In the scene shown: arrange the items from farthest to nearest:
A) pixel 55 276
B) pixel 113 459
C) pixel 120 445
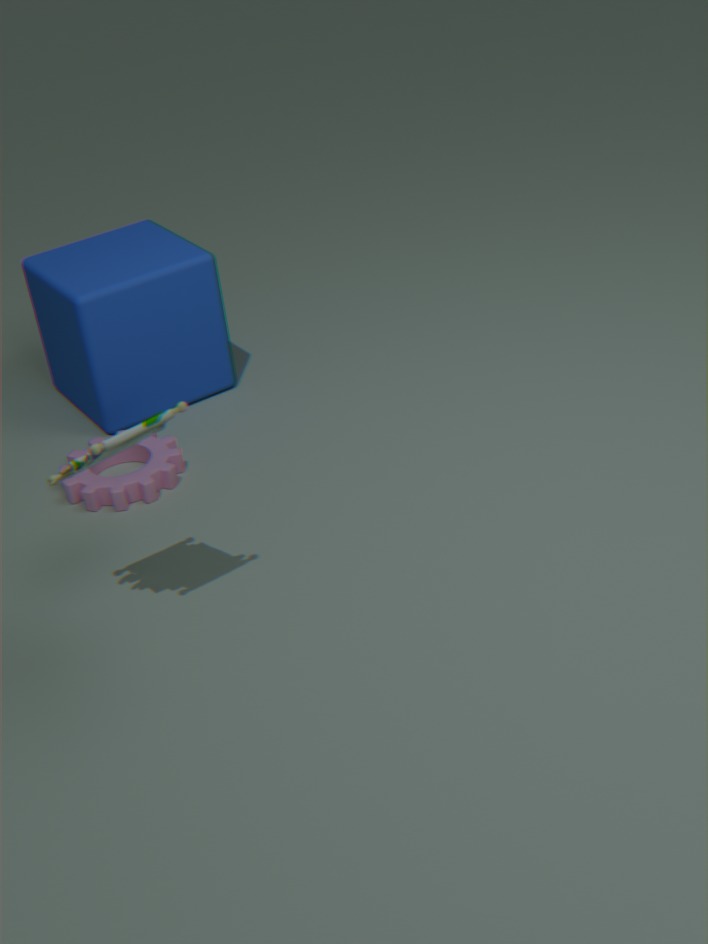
pixel 55 276
pixel 113 459
pixel 120 445
